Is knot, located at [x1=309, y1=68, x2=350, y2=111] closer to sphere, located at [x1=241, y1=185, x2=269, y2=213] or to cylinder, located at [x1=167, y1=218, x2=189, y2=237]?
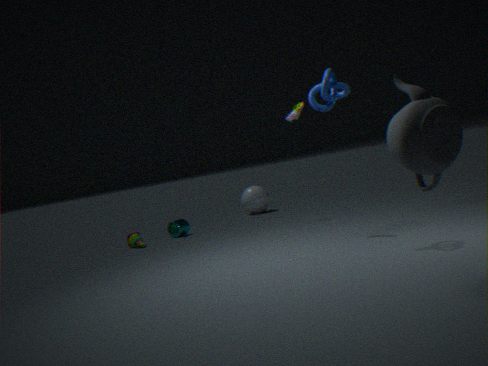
cylinder, located at [x1=167, y1=218, x2=189, y2=237]
